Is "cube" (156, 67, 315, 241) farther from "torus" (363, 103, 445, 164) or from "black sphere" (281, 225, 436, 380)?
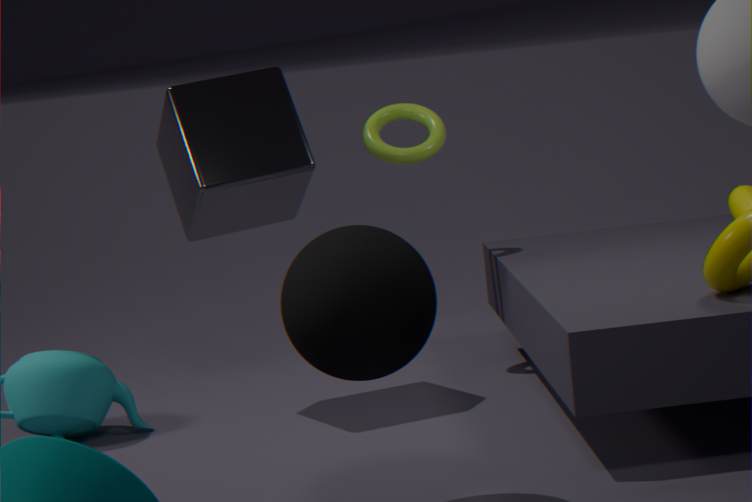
"black sphere" (281, 225, 436, 380)
